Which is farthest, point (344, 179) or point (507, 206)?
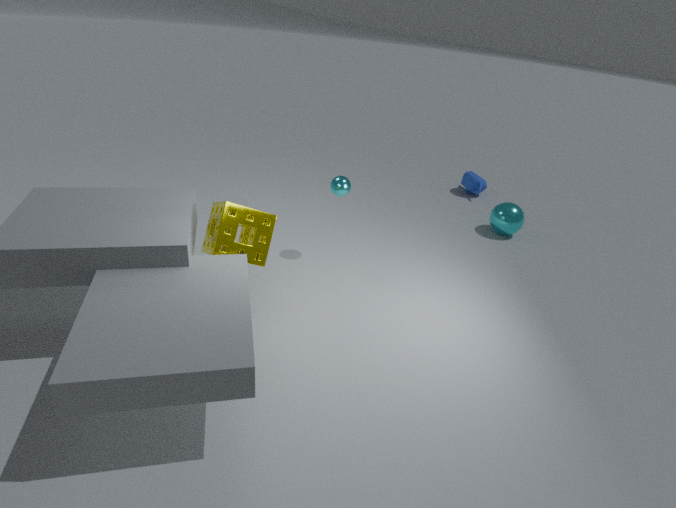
point (507, 206)
